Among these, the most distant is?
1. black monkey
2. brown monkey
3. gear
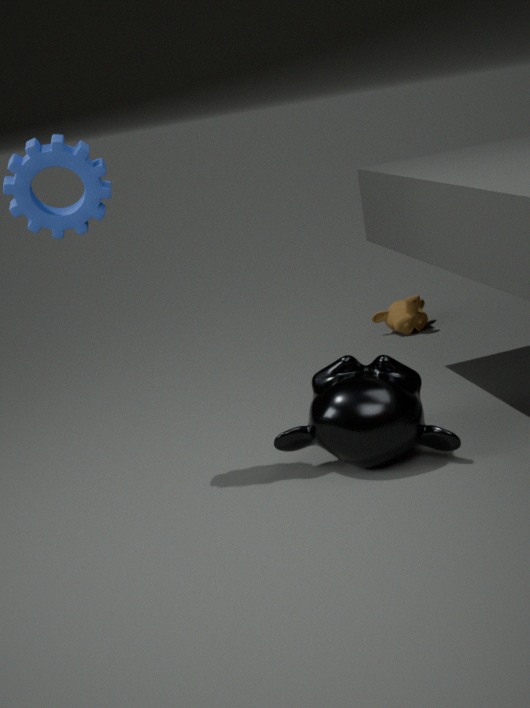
brown monkey
